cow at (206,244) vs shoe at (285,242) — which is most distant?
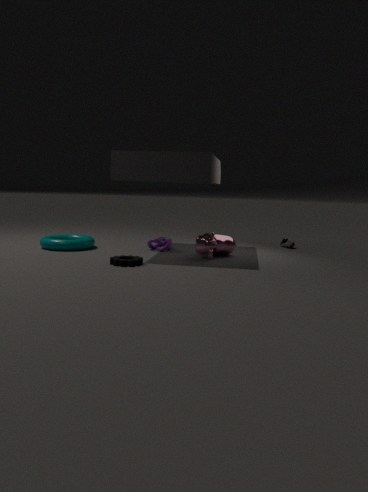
shoe at (285,242)
